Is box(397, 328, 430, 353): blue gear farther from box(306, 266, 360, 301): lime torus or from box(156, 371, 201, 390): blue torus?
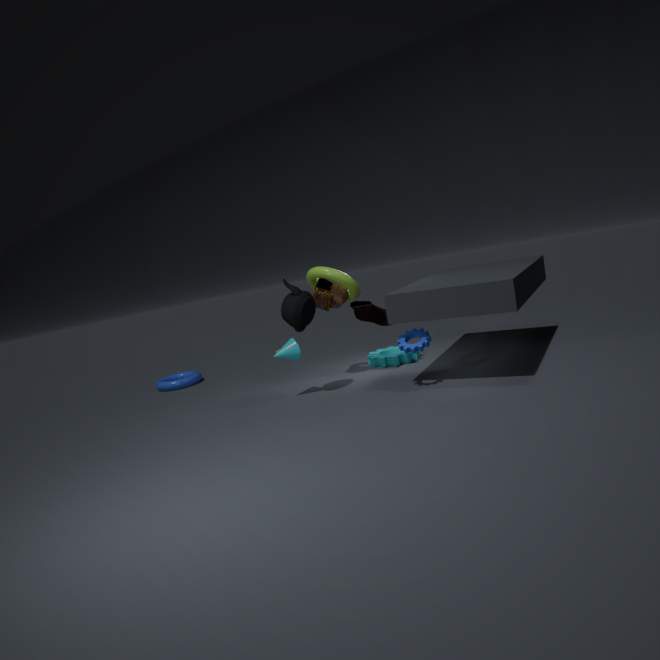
box(156, 371, 201, 390): blue torus
